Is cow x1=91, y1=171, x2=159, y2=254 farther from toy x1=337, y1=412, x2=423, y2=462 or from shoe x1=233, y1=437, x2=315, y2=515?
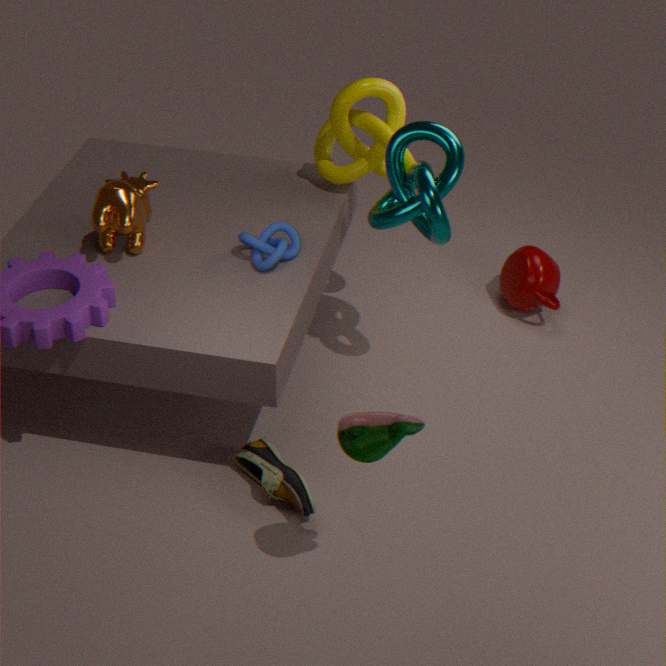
toy x1=337, y1=412, x2=423, y2=462
